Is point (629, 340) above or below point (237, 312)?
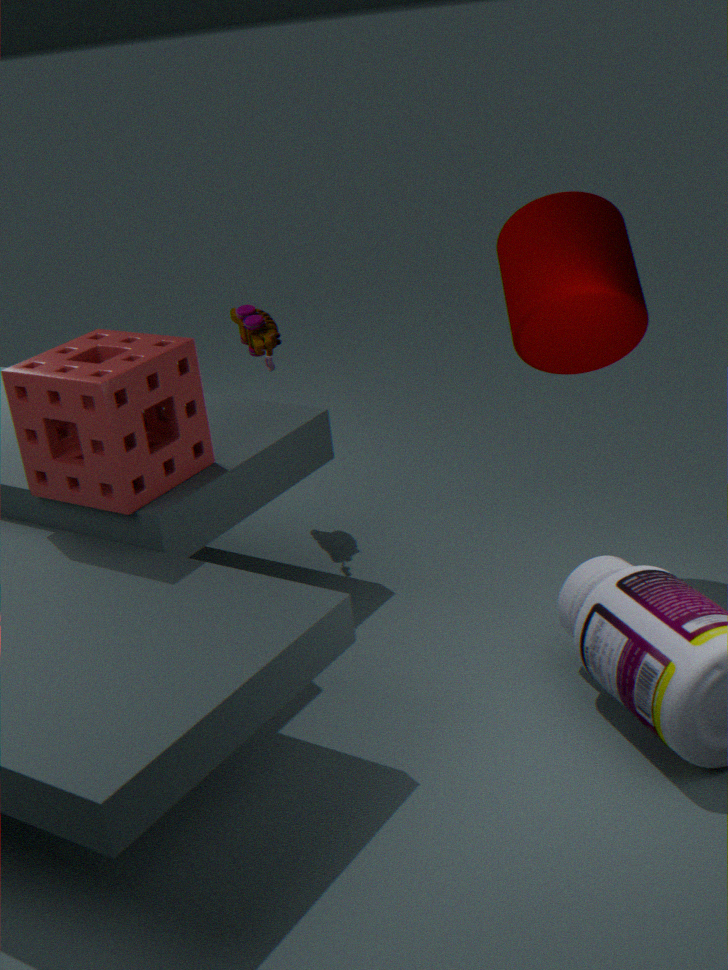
above
